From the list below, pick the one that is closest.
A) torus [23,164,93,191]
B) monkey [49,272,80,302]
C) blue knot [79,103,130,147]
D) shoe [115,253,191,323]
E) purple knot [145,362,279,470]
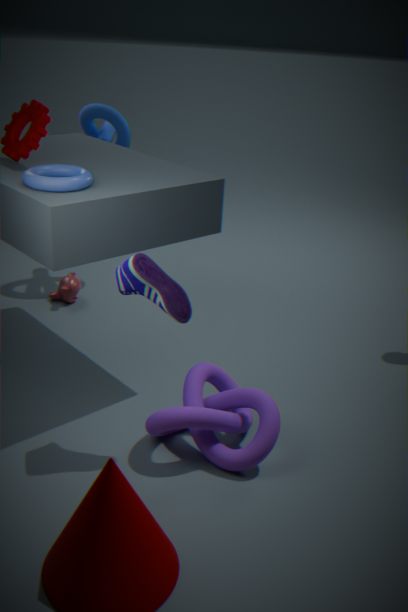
shoe [115,253,191,323]
